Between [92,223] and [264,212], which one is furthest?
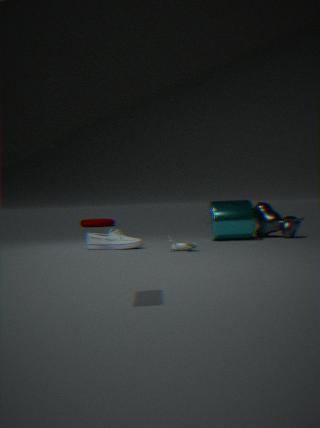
[92,223]
